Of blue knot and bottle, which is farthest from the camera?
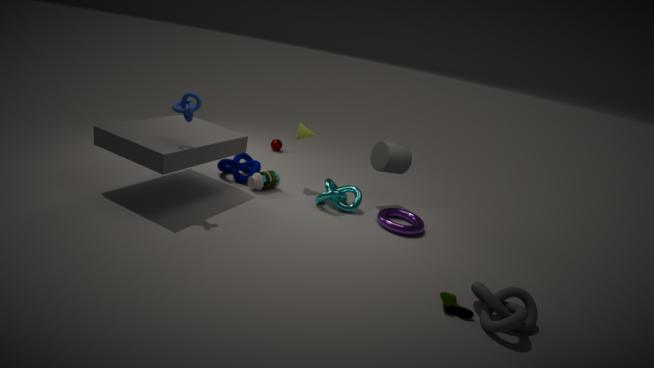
bottle
